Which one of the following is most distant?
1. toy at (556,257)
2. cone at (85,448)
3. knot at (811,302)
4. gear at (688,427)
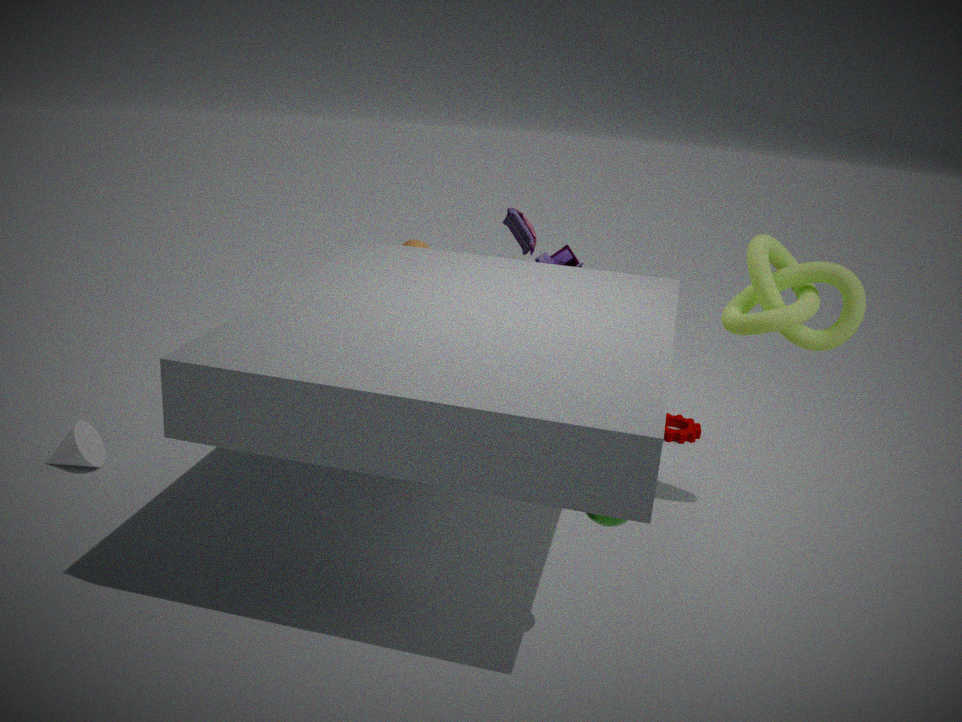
gear at (688,427)
